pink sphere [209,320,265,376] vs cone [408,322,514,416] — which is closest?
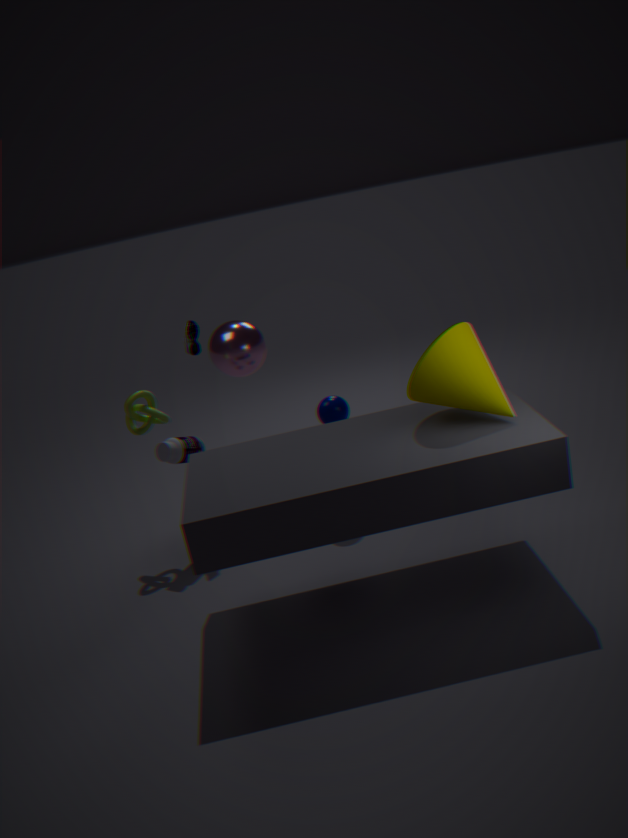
cone [408,322,514,416]
